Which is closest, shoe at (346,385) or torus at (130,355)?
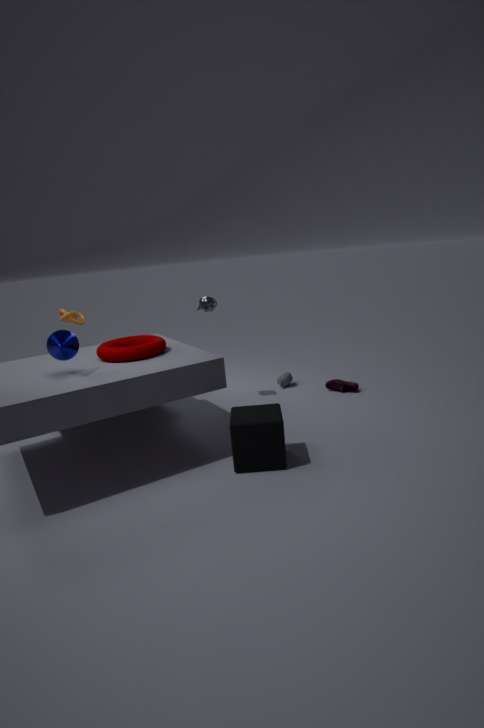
torus at (130,355)
